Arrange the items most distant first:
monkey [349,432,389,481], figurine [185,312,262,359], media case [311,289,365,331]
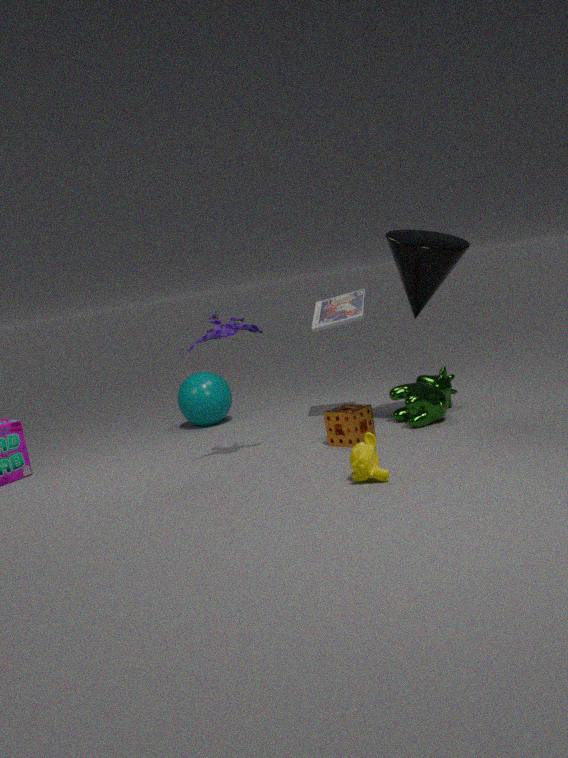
media case [311,289,365,331], figurine [185,312,262,359], monkey [349,432,389,481]
